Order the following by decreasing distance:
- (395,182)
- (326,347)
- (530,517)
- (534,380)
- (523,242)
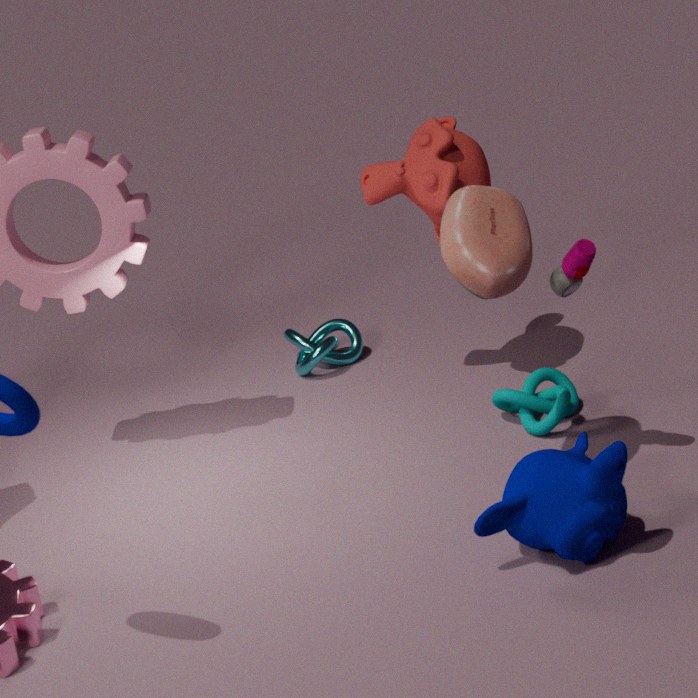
(326,347) → (534,380) → (395,182) → (523,242) → (530,517)
